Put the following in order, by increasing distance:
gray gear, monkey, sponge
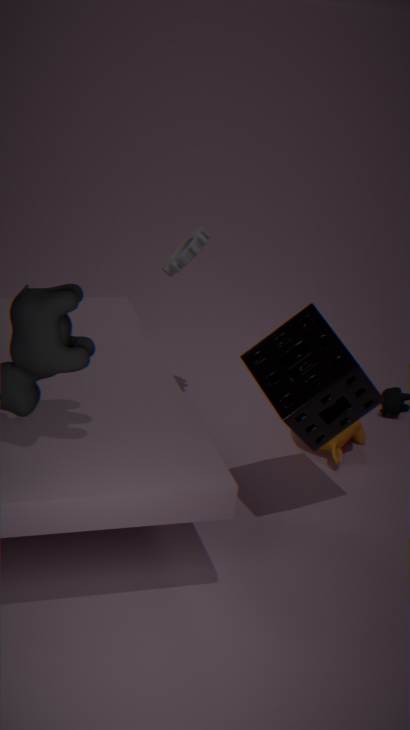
sponge
gray gear
monkey
